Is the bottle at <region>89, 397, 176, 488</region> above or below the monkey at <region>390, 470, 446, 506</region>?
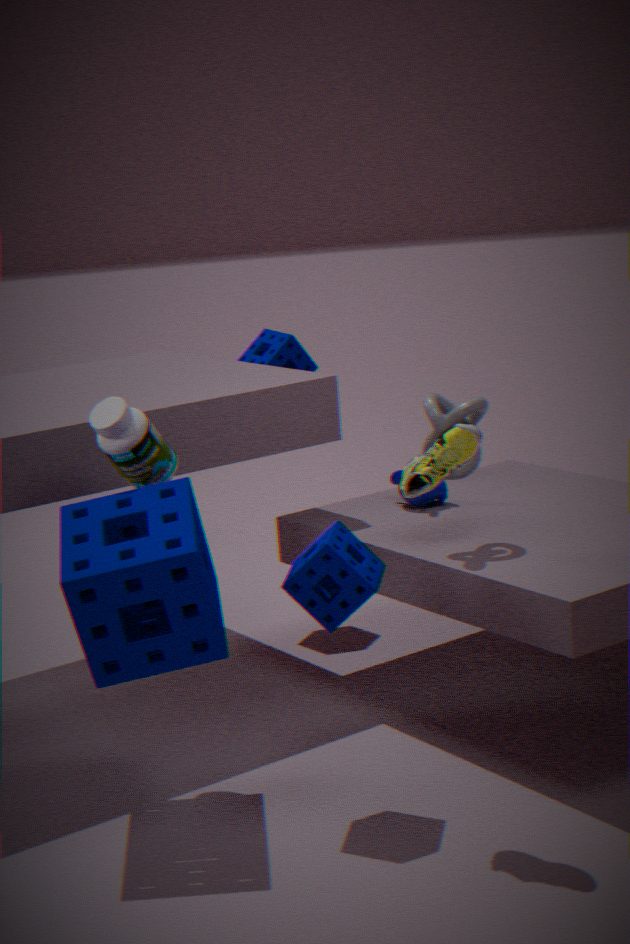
above
